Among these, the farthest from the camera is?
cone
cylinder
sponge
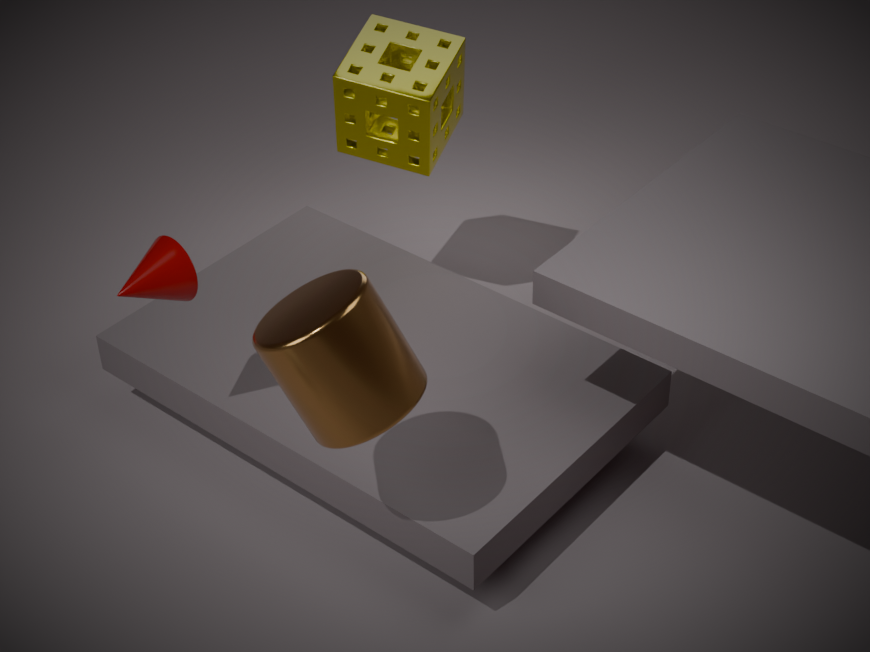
sponge
